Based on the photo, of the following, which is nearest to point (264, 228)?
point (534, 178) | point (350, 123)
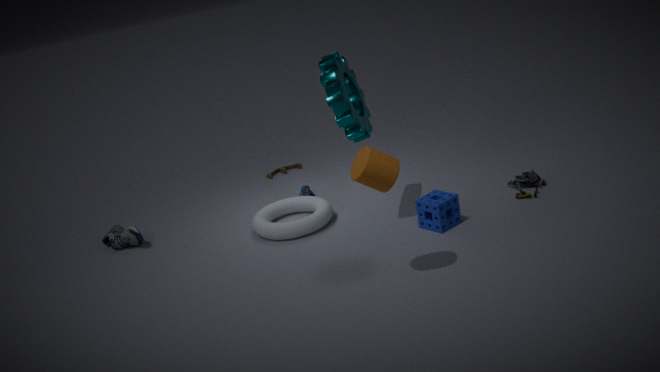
Result: point (350, 123)
